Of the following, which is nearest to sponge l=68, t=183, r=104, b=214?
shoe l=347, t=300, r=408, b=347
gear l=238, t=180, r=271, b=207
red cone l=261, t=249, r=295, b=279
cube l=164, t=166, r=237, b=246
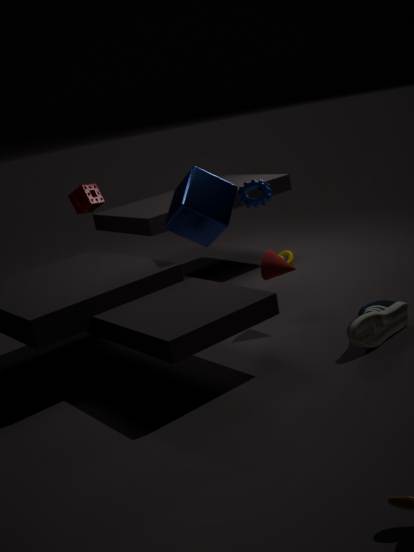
cube l=164, t=166, r=237, b=246
